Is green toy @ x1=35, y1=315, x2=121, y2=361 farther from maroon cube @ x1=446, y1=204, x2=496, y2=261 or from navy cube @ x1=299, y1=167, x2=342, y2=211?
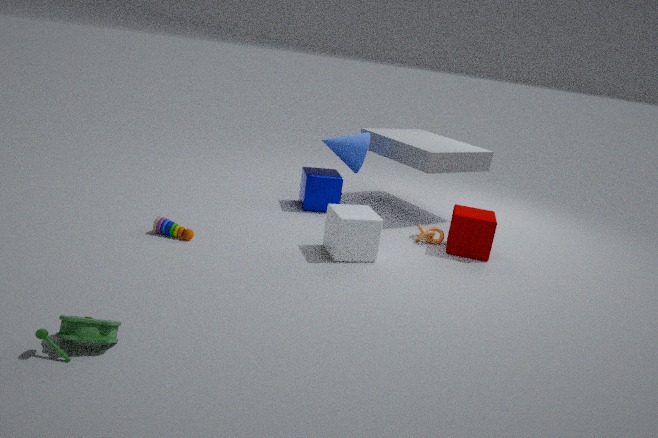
maroon cube @ x1=446, y1=204, x2=496, y2=261
